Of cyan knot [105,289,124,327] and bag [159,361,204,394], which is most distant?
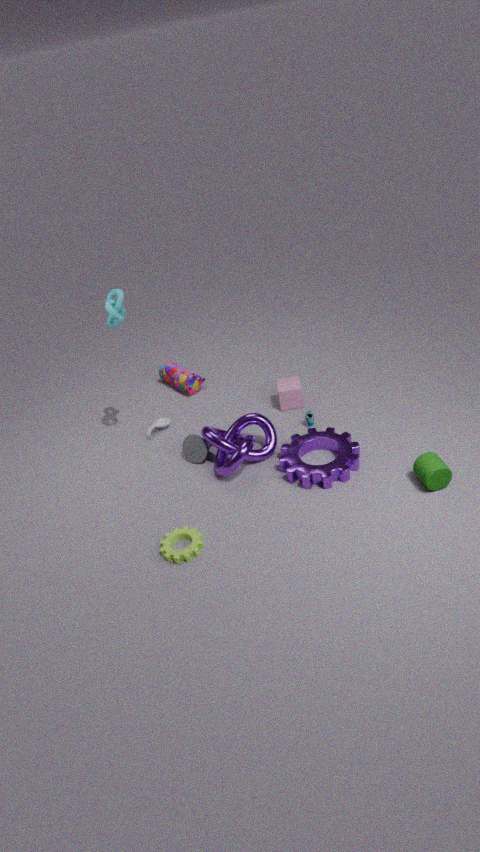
bag [159,361,204,394]
